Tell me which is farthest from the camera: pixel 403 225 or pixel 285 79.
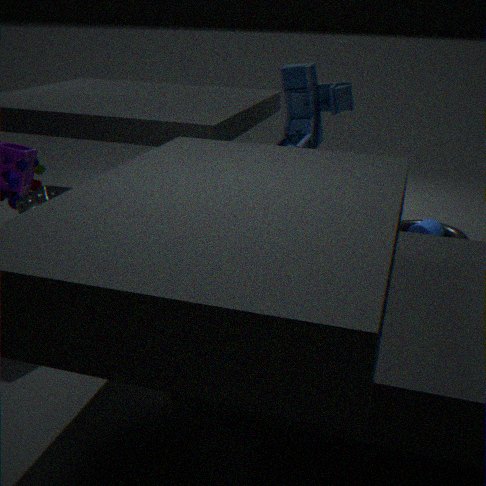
pixel 403 225
